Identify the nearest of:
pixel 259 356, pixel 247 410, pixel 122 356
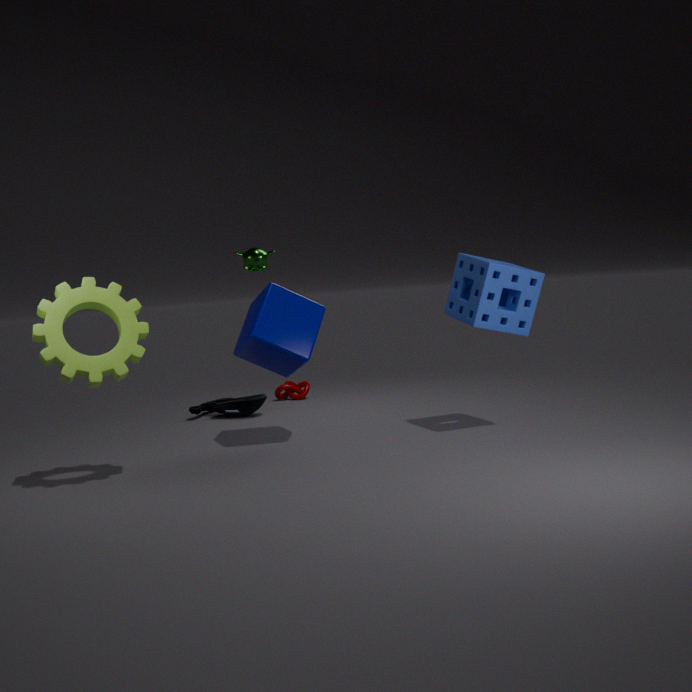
pixel 122 356
